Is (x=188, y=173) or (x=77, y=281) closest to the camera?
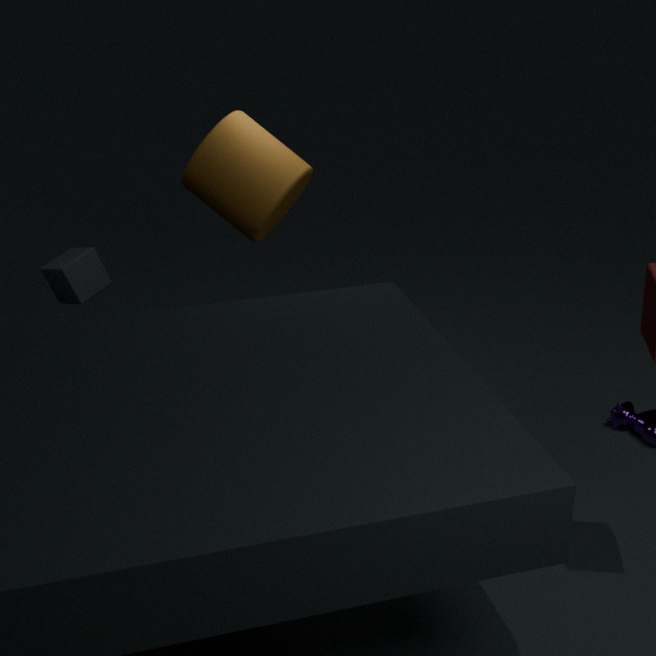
(x=188, y=173)
